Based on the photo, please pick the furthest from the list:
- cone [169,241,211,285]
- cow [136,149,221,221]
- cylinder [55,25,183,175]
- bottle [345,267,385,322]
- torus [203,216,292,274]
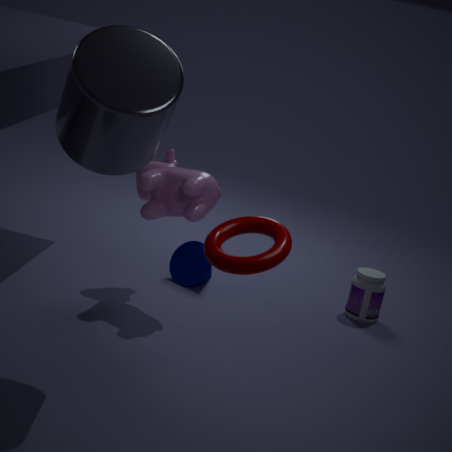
bottle [345,267,385,322]
